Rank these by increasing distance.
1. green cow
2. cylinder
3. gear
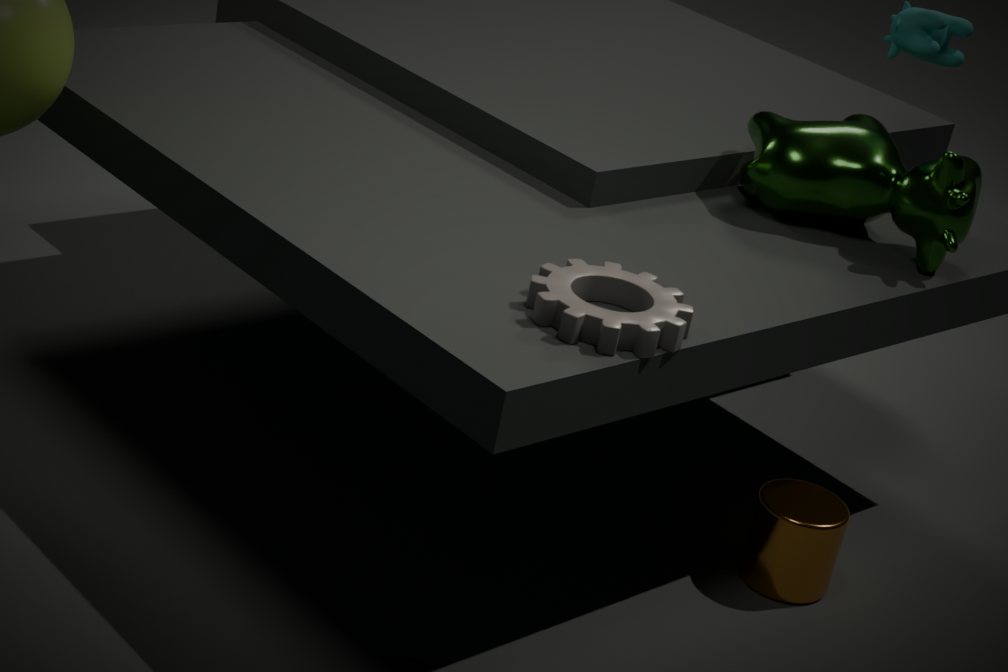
gear, cylinder, green cow
